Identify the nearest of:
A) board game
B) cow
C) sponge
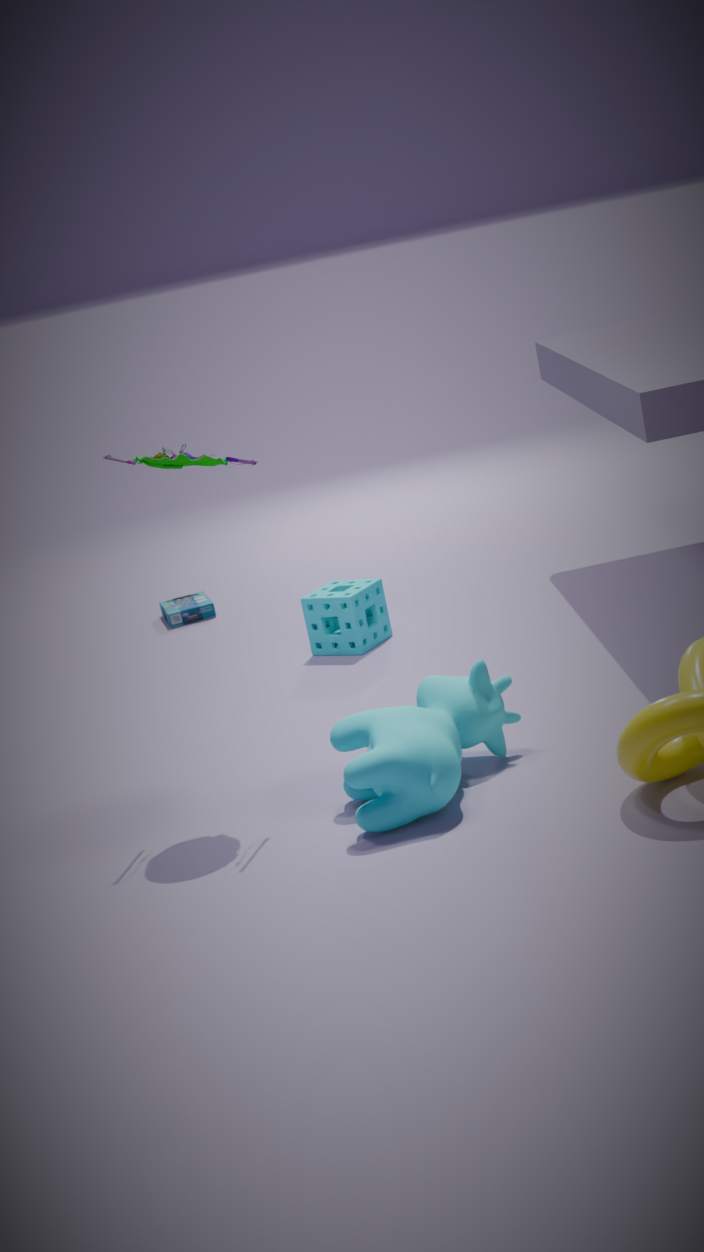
cow
